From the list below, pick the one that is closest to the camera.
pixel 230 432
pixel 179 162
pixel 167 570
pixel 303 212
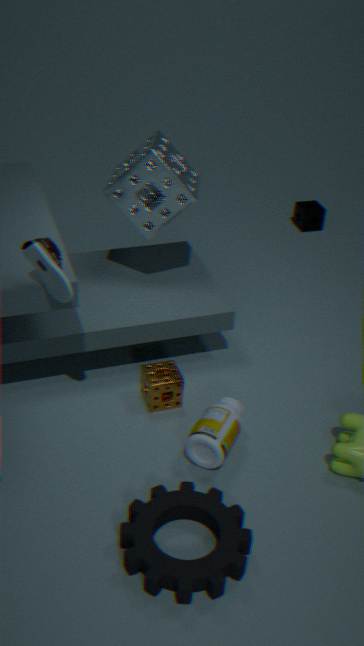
pixel 167 570
